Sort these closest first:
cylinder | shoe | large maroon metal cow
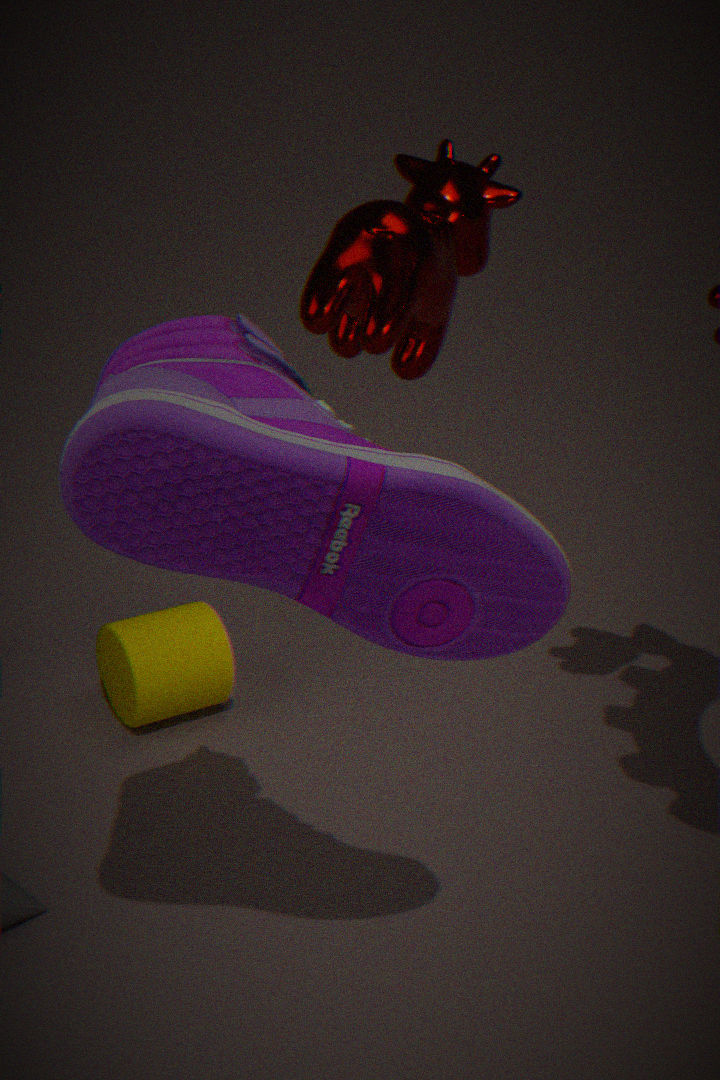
shoe
large maroon metal cow
cylinder
